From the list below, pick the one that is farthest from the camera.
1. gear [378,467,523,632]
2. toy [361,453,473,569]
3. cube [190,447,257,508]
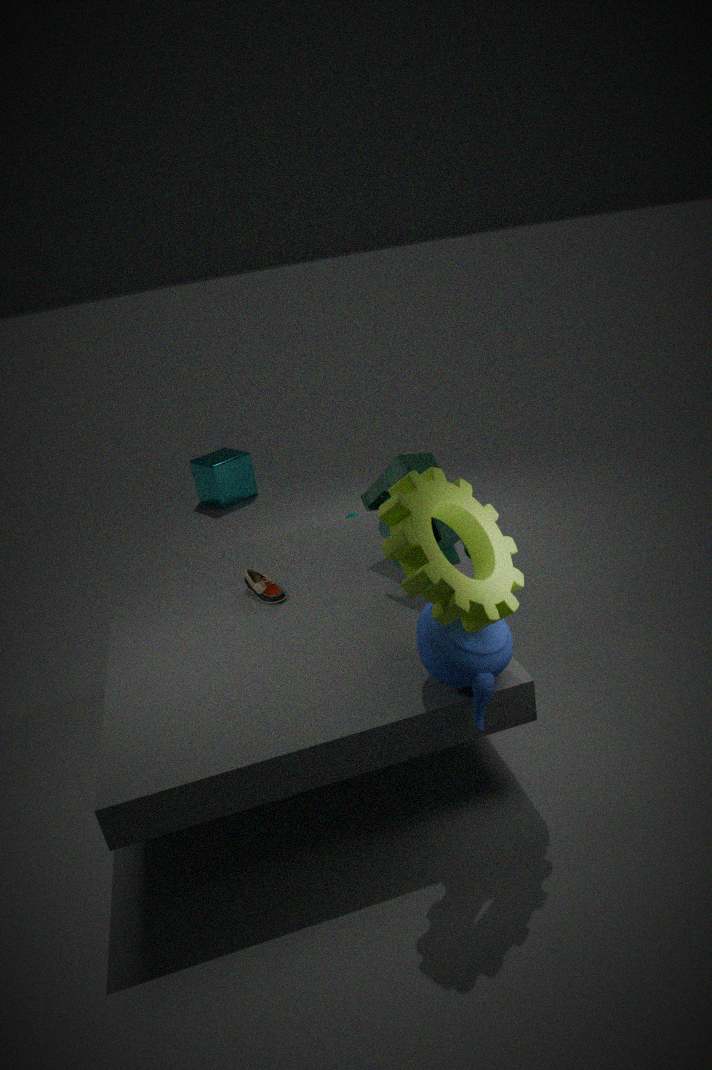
cube [190,447,257,508]
